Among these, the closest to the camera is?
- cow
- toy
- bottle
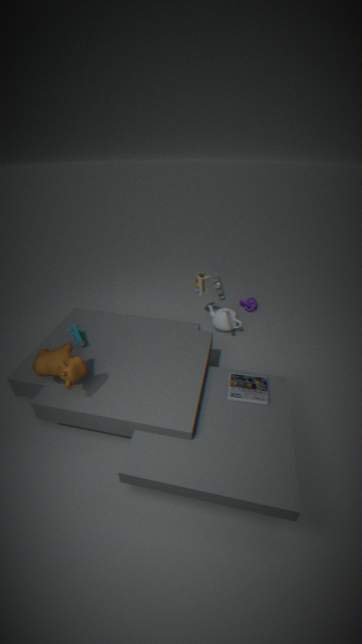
cow
